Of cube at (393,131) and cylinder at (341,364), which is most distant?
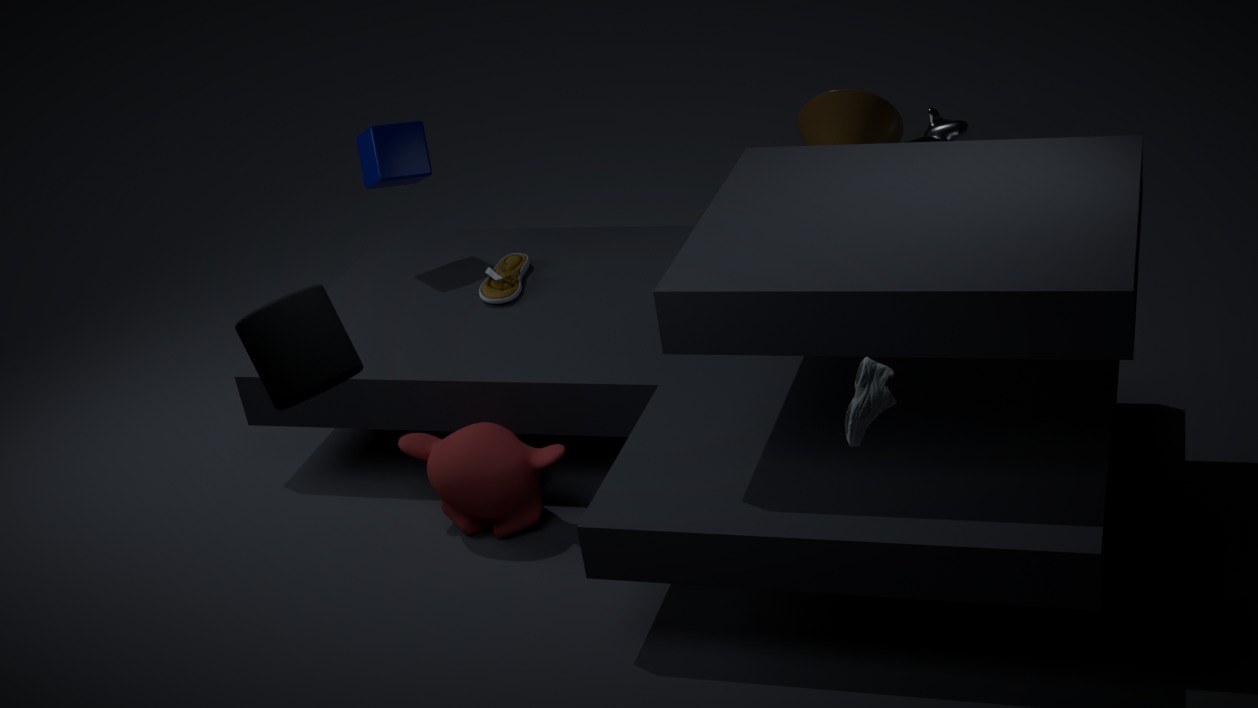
cube at (393,131)
